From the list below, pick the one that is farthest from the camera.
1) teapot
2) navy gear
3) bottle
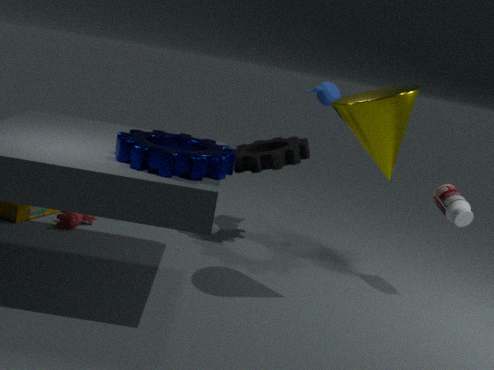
1. teapot
